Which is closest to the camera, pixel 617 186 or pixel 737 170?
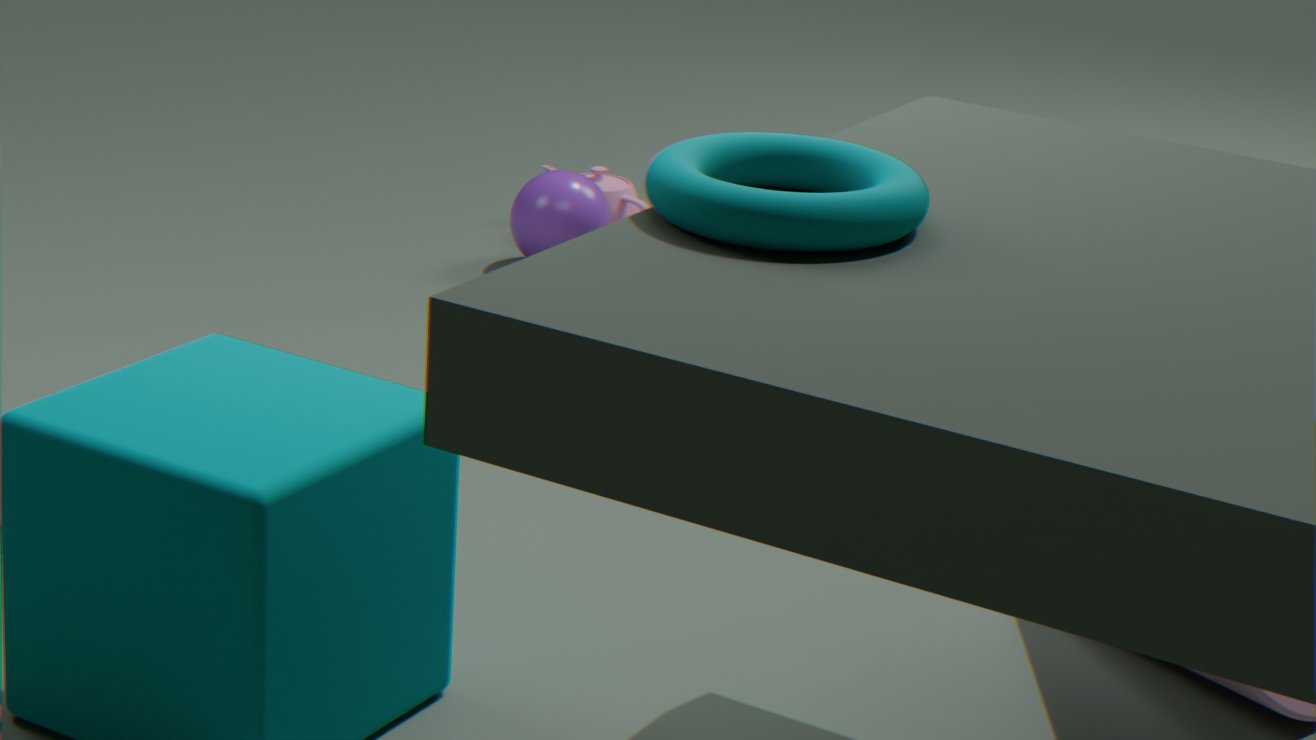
pixel 737 170
